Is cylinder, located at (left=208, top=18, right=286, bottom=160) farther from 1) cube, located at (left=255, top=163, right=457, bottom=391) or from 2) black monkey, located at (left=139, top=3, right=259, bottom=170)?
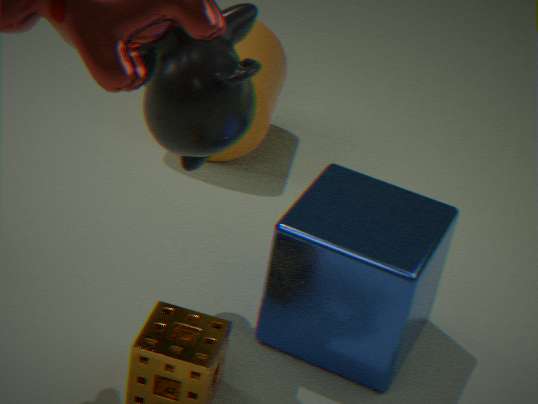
2) black monkey, located at (left=139, top=3, right=259, bottom=170)
